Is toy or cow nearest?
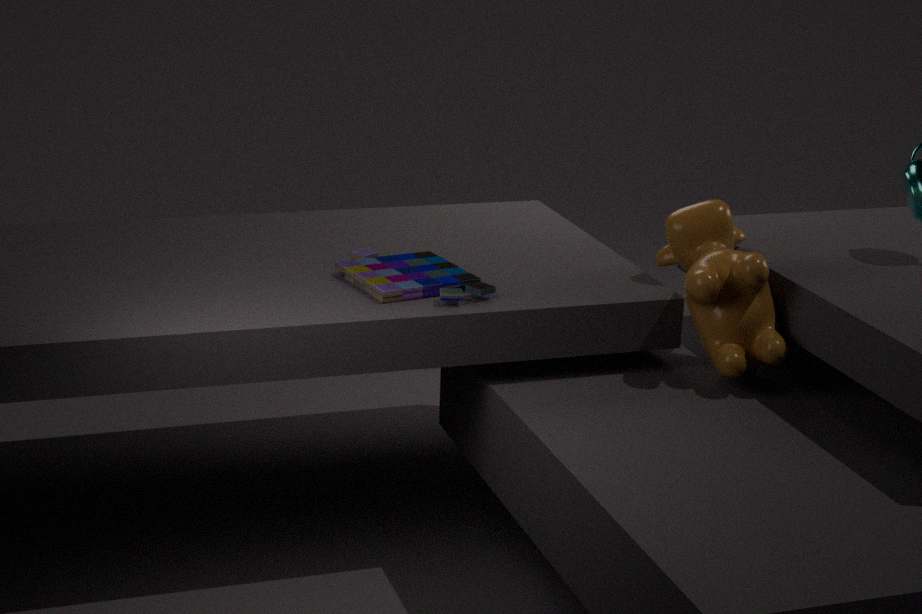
cow
